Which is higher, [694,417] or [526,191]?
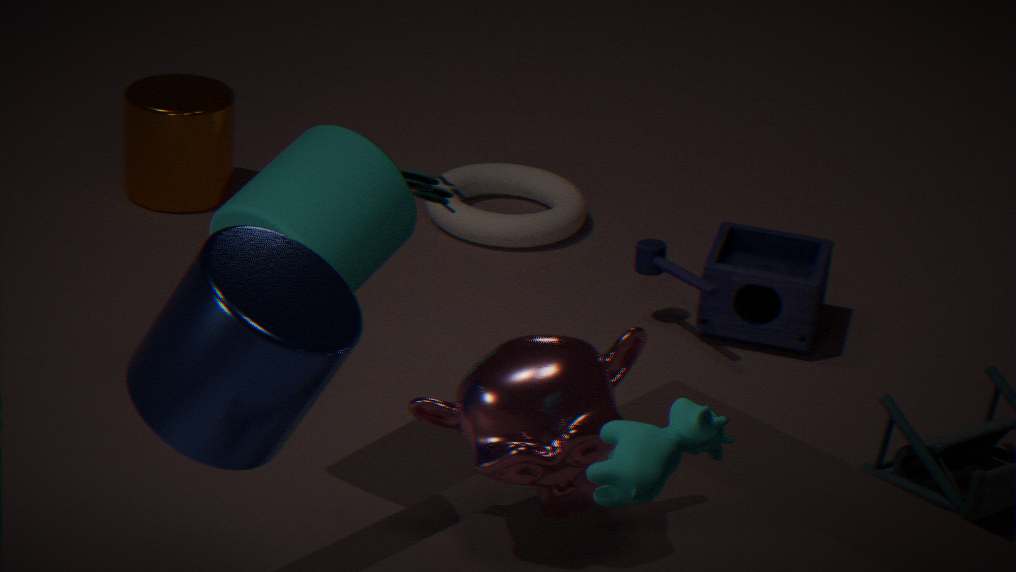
[694,417]
